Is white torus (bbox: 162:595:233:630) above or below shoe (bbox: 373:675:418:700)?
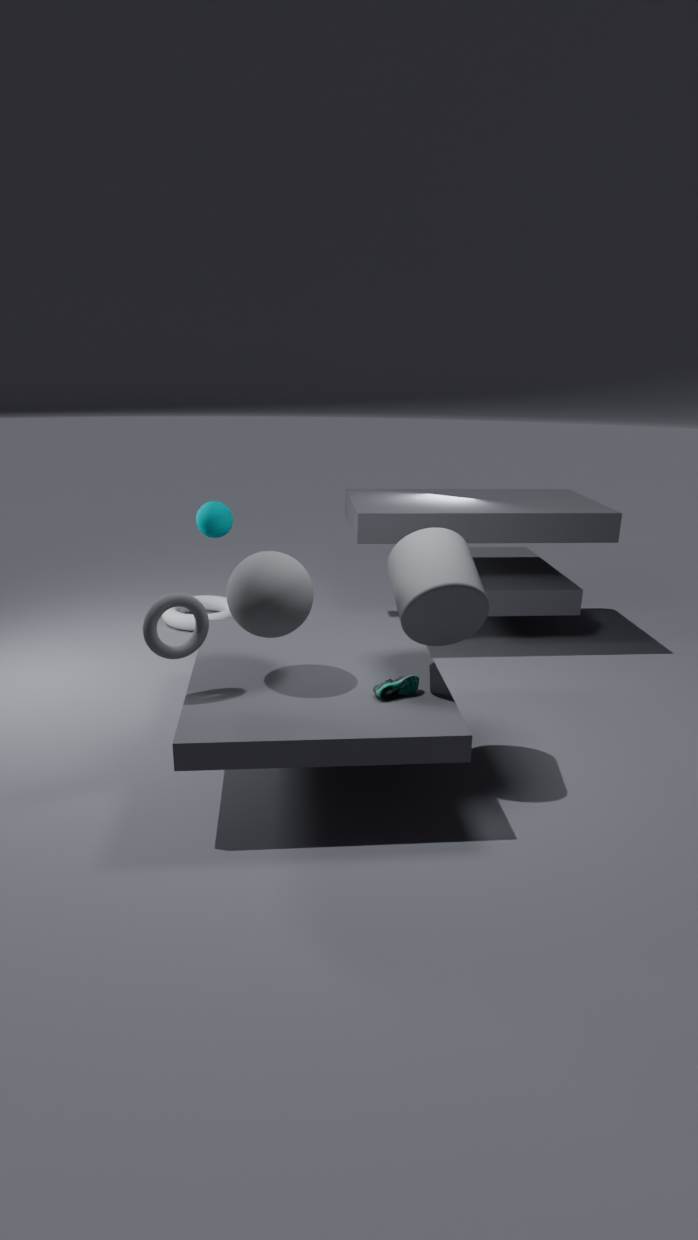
below
